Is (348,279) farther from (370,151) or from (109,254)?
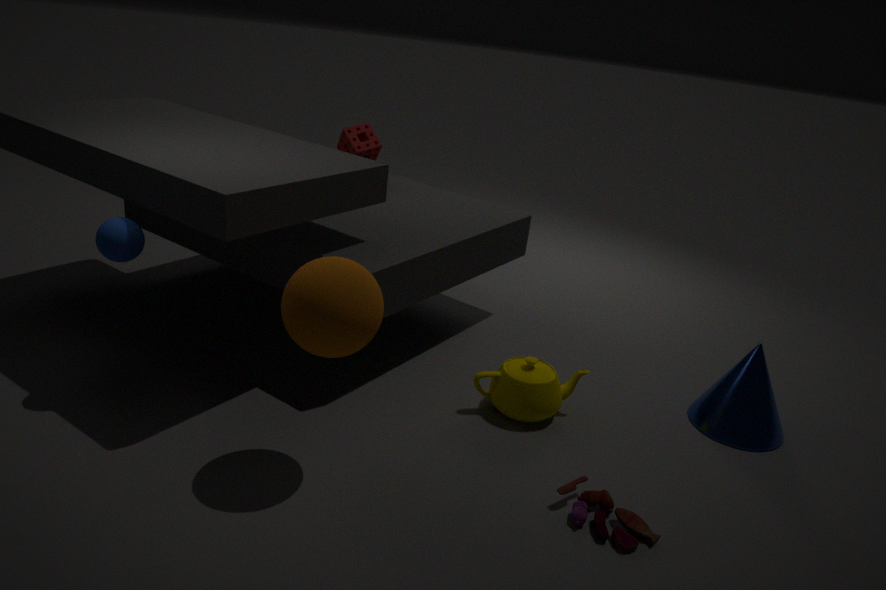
(370,151)
